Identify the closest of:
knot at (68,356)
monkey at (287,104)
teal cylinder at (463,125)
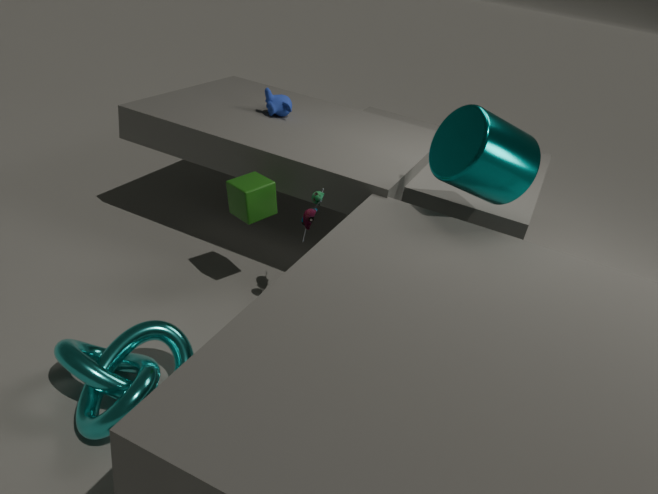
knot at (68,356)
